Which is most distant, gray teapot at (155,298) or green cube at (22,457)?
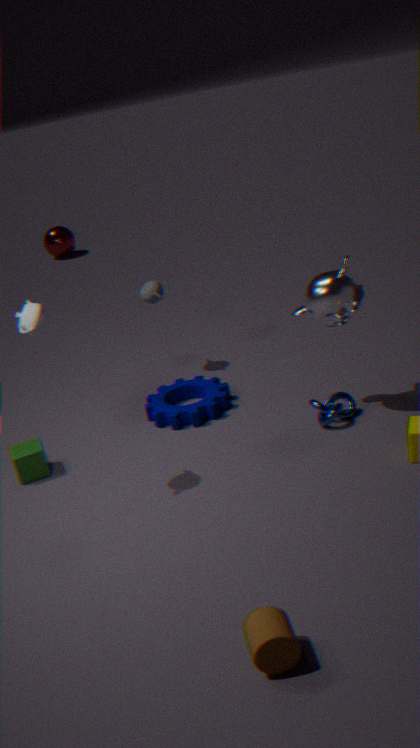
gray teapot at (155,298)
